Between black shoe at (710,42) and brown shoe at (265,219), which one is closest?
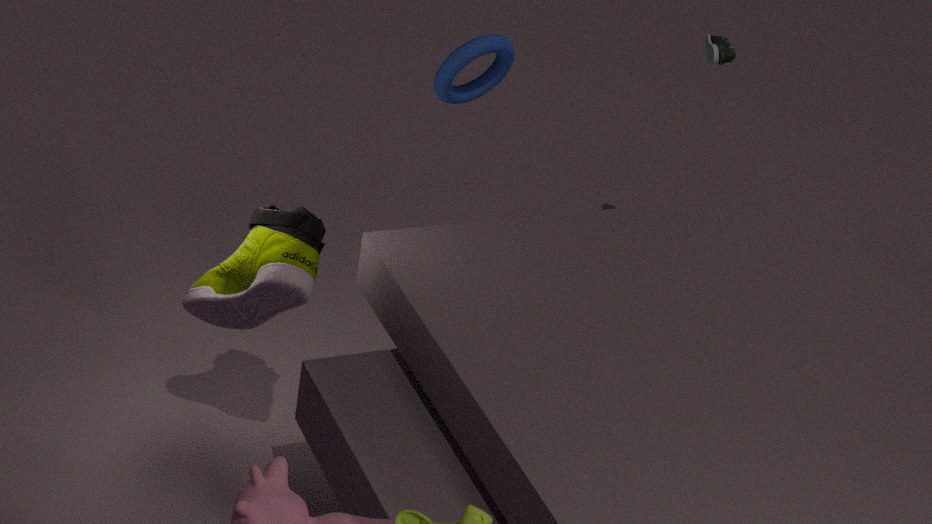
brown shoe at (265,219)
